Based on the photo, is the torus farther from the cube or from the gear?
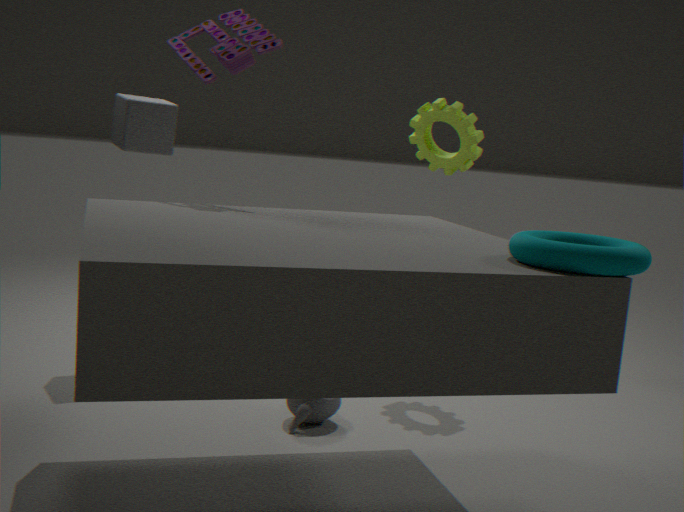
the cube
